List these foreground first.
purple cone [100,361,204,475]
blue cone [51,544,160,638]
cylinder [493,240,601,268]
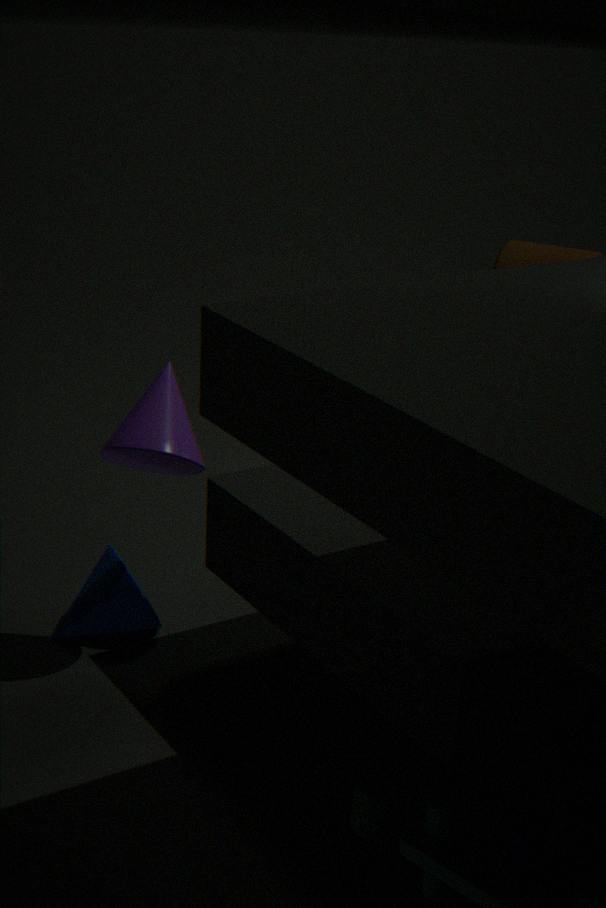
purple cone [100,361,204,475] < blue cone [51,544,160,638] < cylinder [493,240,601,268]
